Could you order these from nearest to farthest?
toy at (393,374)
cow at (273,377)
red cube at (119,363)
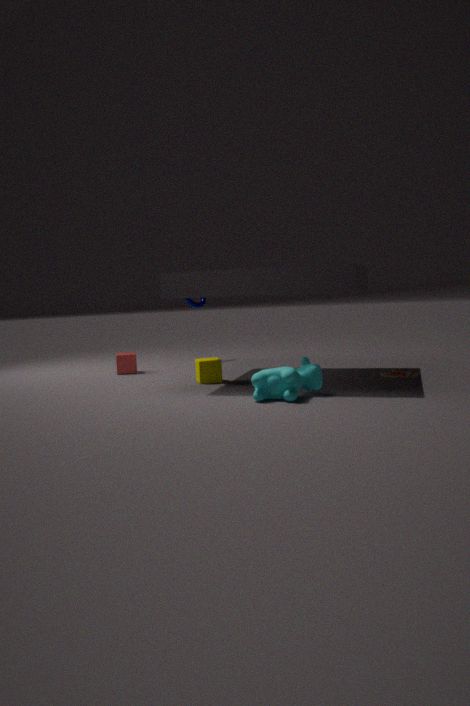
cow at (273,377)
toy at (393,374)
red cube at (119,363)
